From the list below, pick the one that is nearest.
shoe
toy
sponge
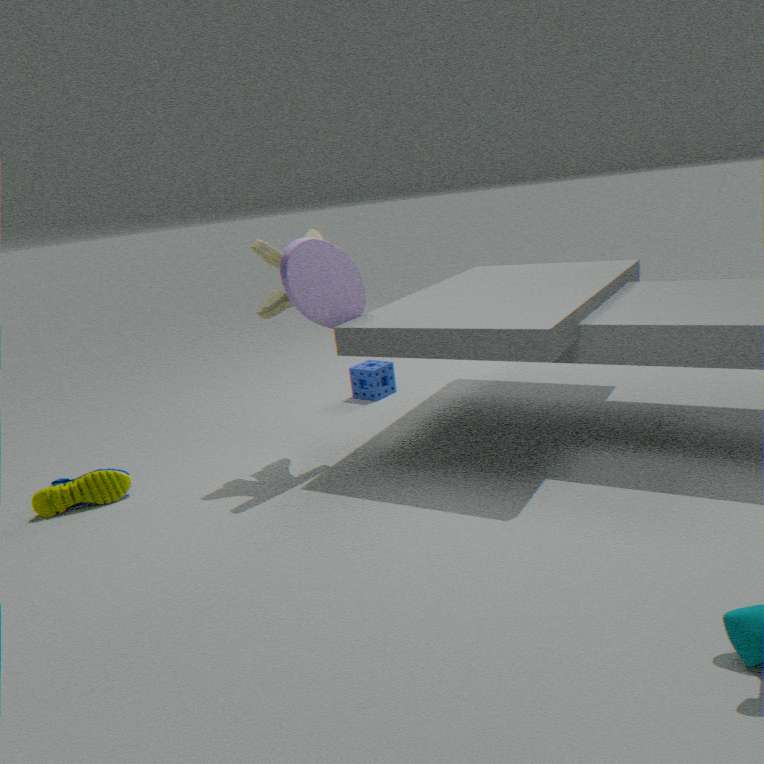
toy
